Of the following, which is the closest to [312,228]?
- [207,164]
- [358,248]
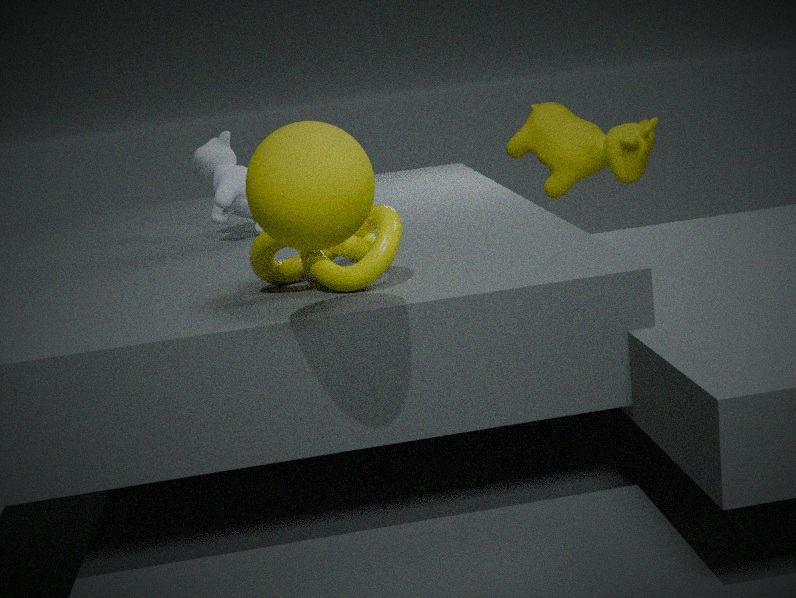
[358,248]
